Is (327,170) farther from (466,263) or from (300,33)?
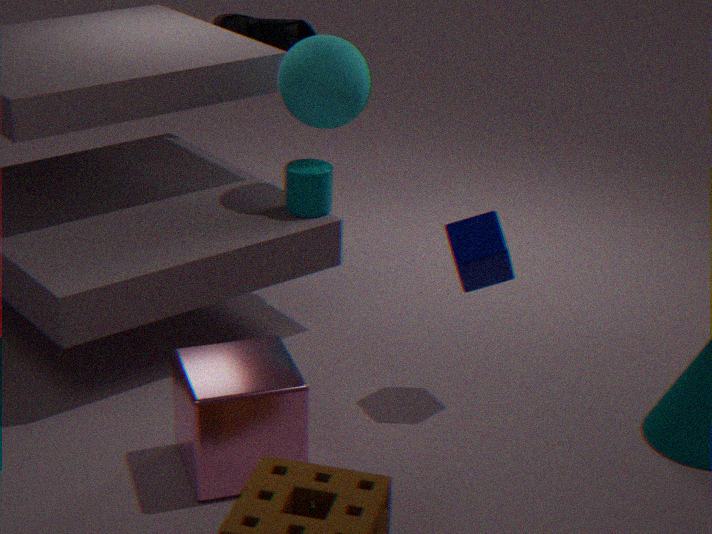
(300,33)
